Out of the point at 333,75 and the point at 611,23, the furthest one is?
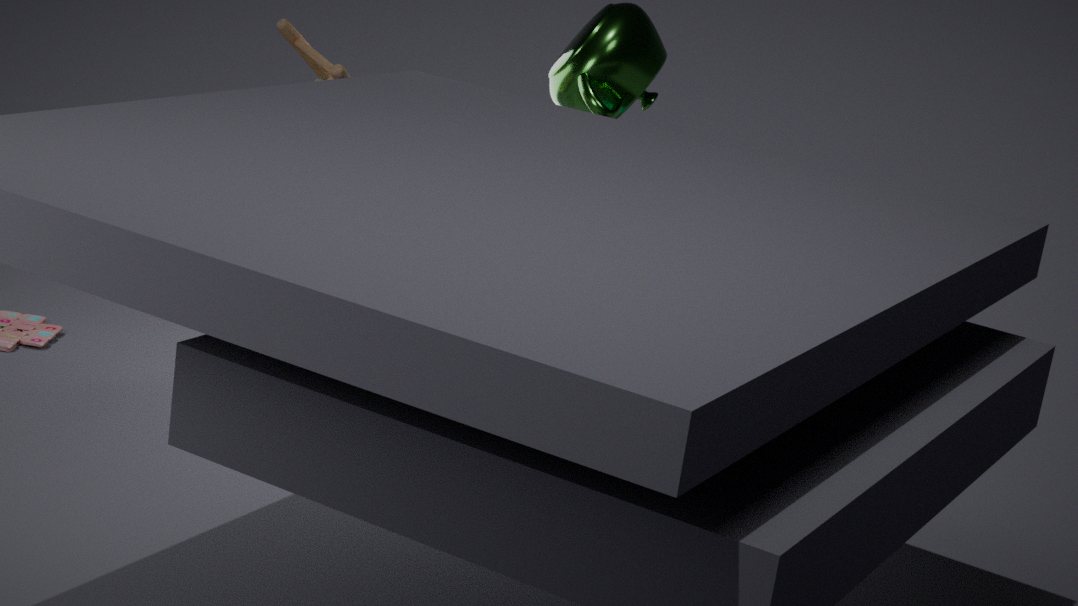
the point at 611,23
